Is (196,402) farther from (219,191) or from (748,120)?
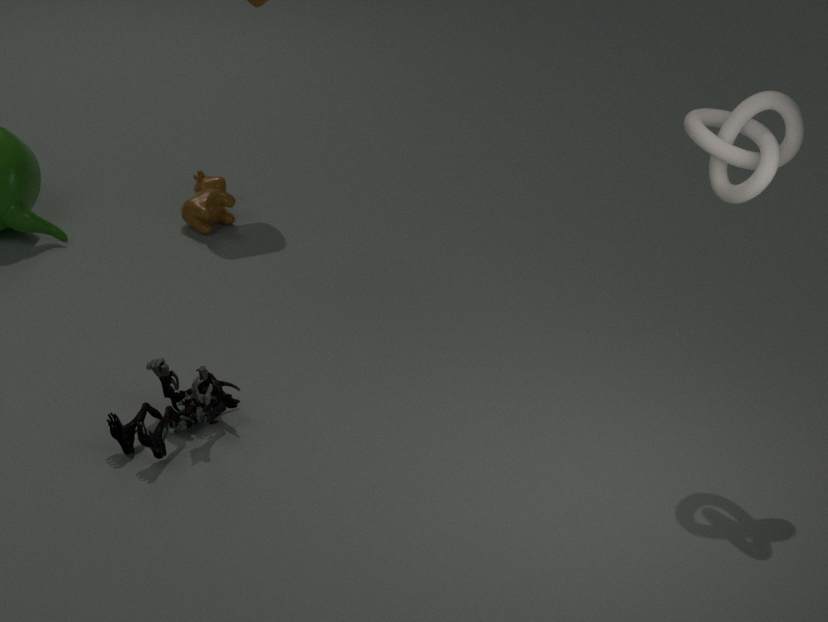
(748,120)
